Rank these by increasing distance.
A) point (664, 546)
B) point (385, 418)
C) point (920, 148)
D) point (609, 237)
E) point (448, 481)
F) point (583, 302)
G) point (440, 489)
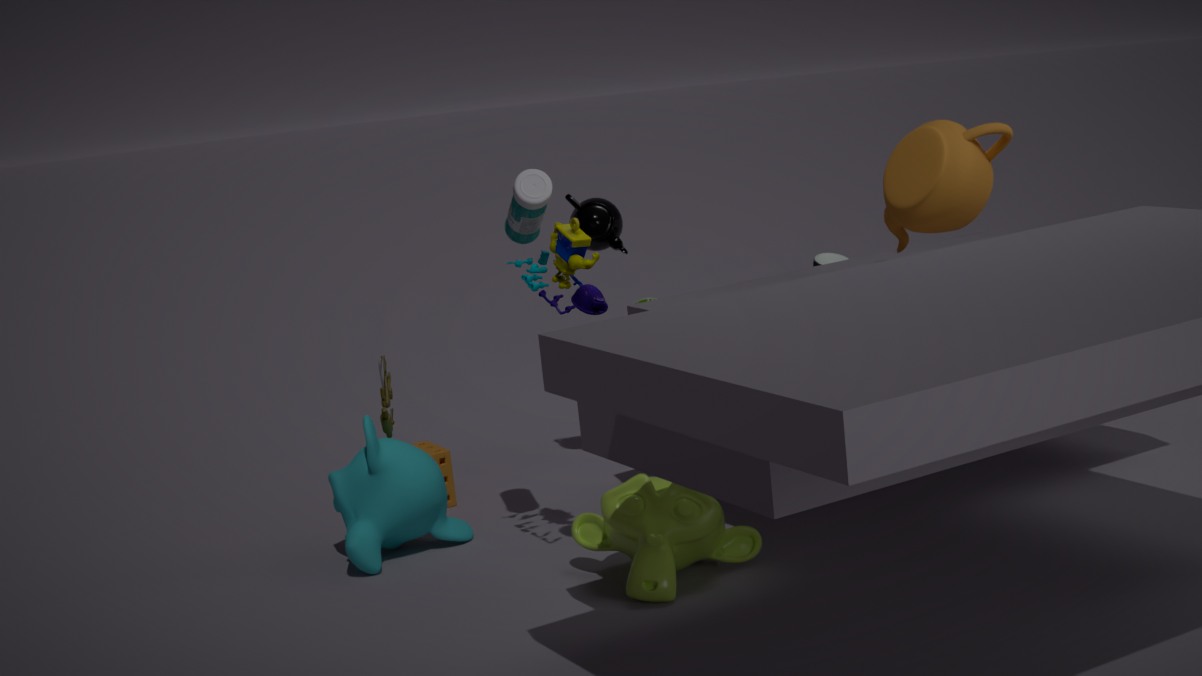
1. point (664, 546)
2. point (583, 302)
3. point (440, 489)
4. point (920, 148)
5. point (385, 418)
6. point (609, 237)
7. point (448, 481)
